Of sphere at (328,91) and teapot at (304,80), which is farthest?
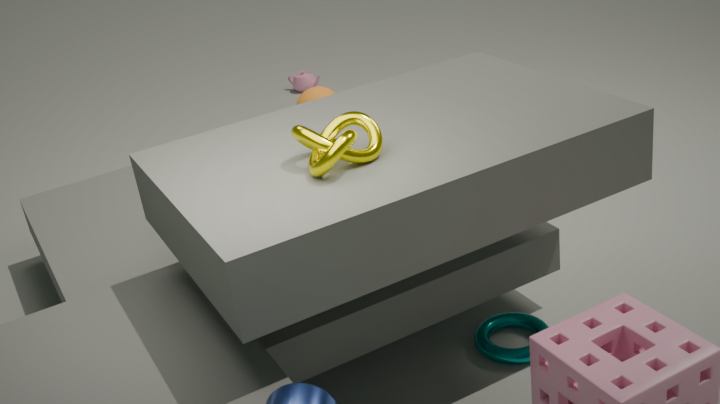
teapot at (304,80)
